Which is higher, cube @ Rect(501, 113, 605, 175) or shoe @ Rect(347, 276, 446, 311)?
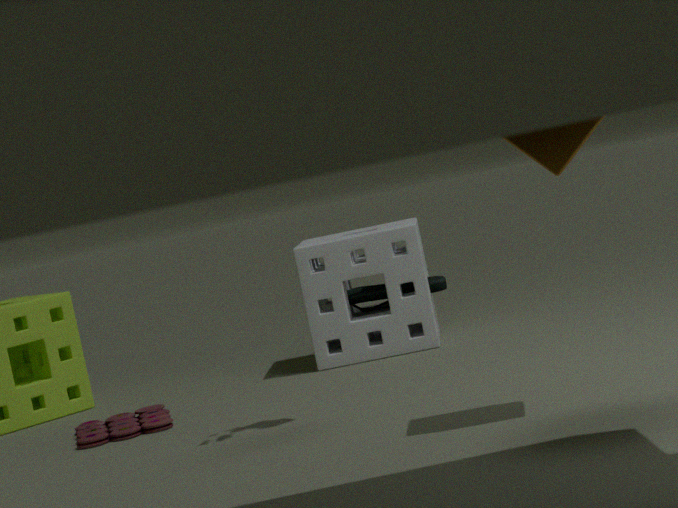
cube @ Rect(501, 113, 605, 175)
